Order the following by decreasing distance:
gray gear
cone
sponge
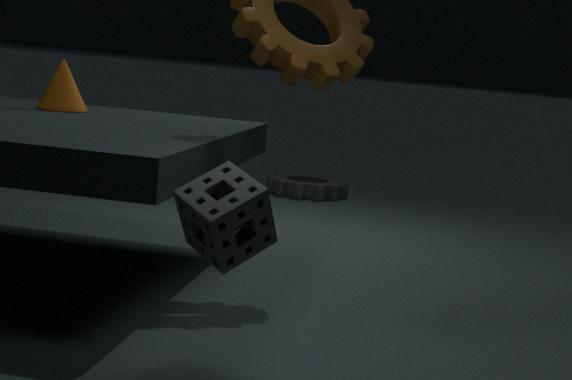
gray gear, cone, sponge
